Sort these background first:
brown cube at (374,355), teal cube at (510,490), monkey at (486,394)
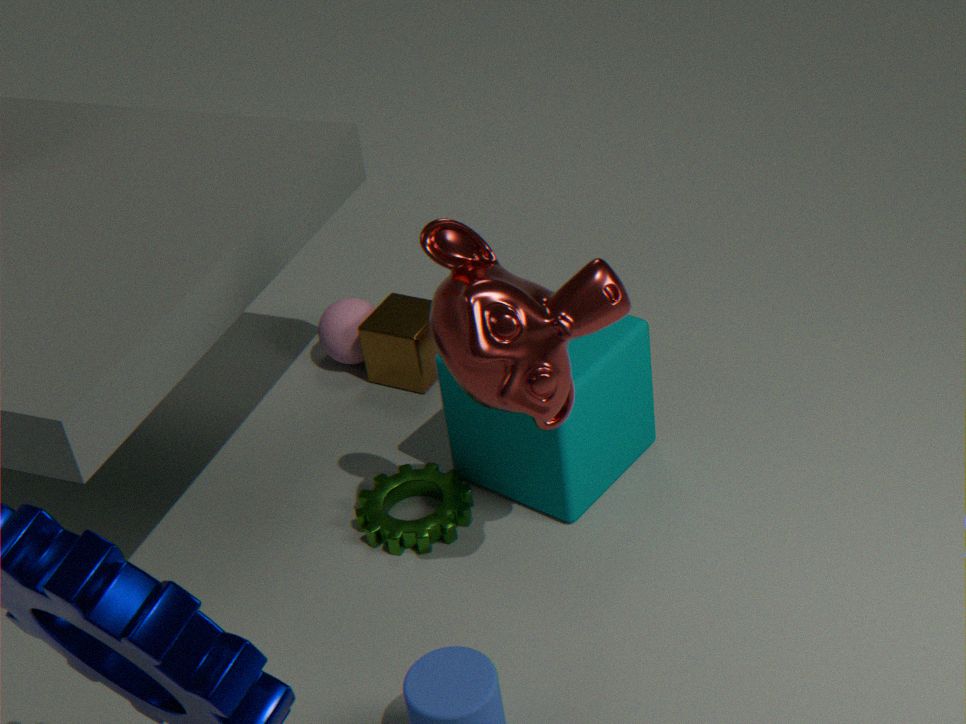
brown cube at (374,355)
teal cube at (510,490)
monkey at (486,394)
